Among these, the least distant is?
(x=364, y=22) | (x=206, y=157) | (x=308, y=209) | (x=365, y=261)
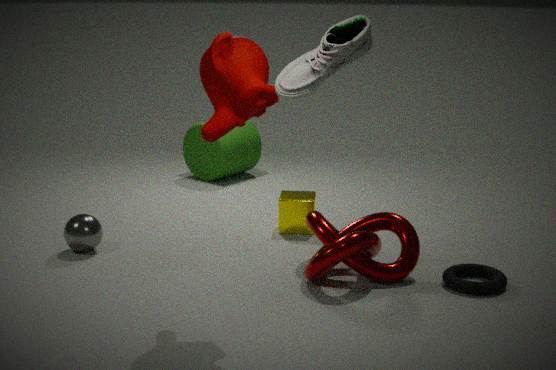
(x=364, y=22)
